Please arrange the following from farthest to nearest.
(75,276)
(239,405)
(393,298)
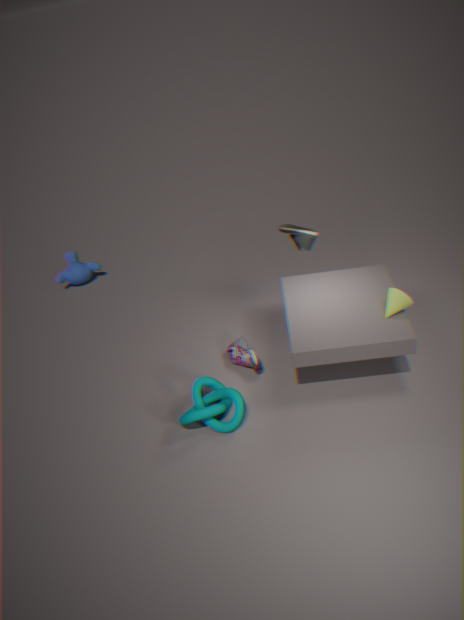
(75,276)
(393,298)
(239,405)
